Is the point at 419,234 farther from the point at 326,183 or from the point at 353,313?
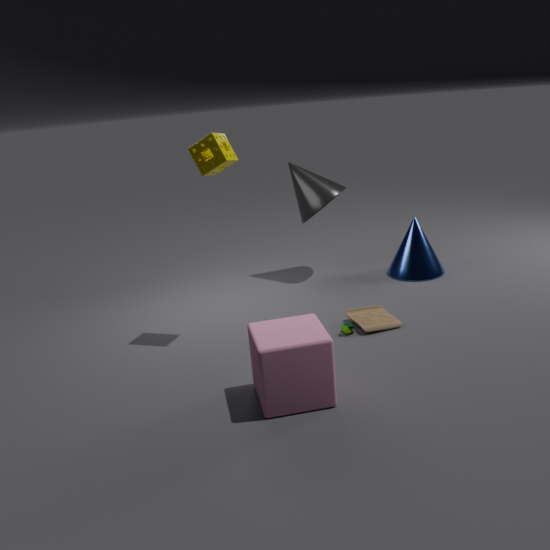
the point at 353,313
